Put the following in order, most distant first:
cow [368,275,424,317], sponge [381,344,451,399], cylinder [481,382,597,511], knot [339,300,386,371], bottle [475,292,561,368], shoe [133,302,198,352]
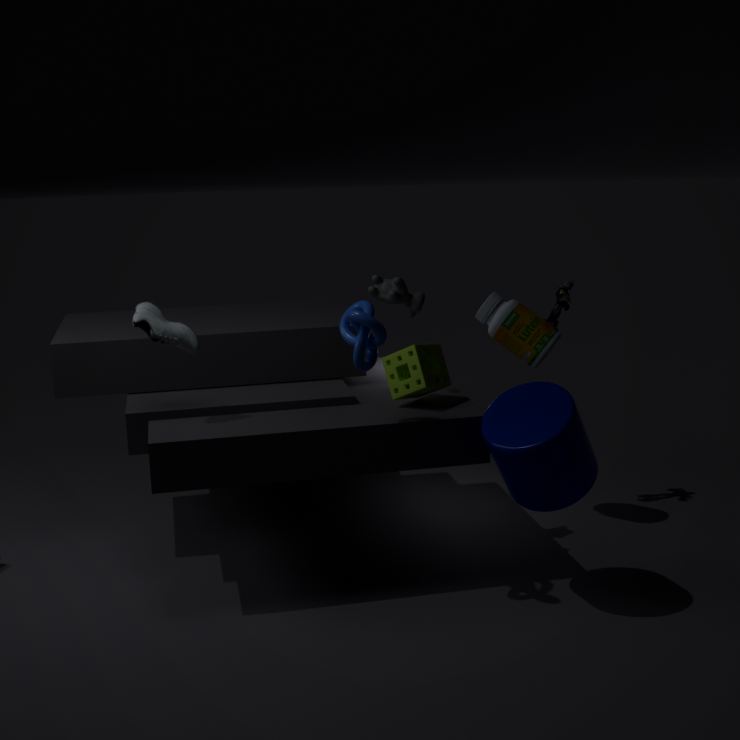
bottle [475,292,561,368]
cow [368,275,424,317]
sponge [381,344,451,399]
shoe [133,302,198,352]
cylinder [481,382,597,511]
knot [339,300,386,371]
